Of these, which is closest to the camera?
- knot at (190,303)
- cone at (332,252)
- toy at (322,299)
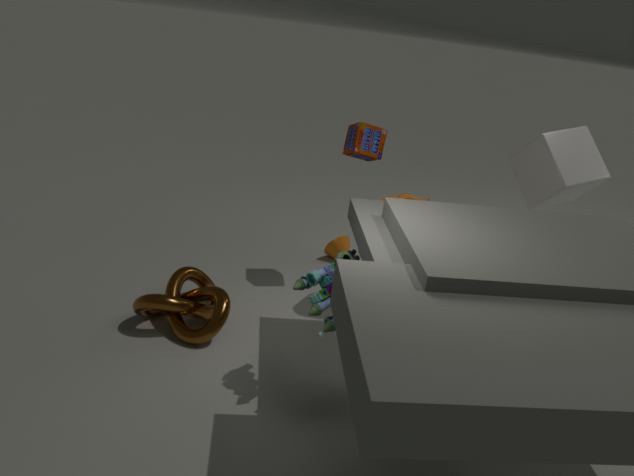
toy at (322,299)
